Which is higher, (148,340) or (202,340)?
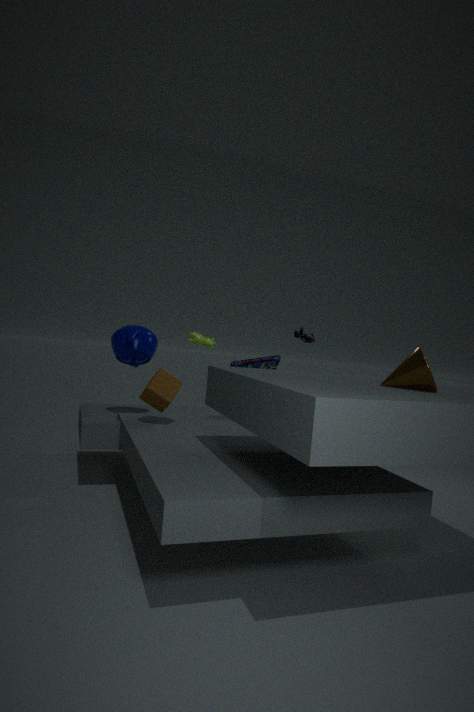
(202,340)
